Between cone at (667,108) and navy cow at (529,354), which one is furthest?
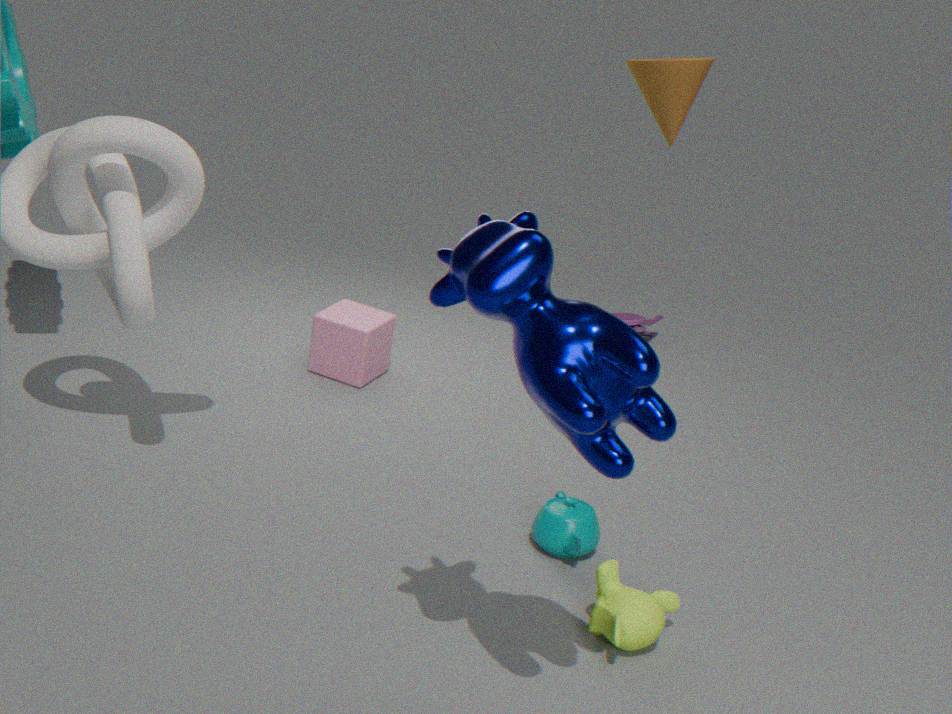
cone at (667,108)
